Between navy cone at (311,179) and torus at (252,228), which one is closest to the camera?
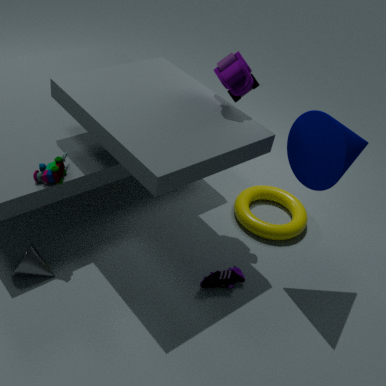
navy cone at (311,179)
